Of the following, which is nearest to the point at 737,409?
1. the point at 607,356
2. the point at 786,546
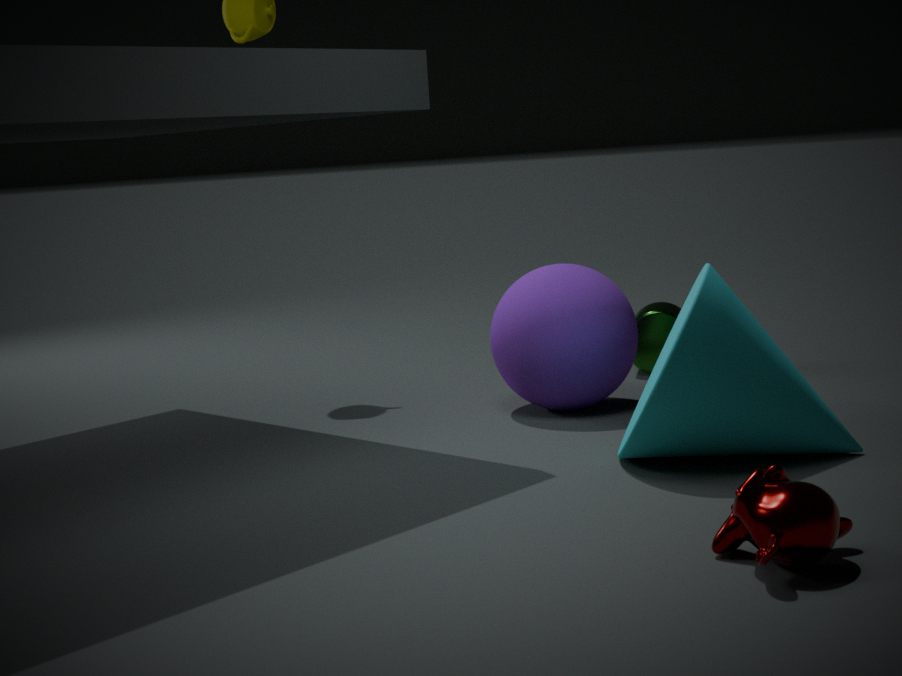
the point at 607,356
